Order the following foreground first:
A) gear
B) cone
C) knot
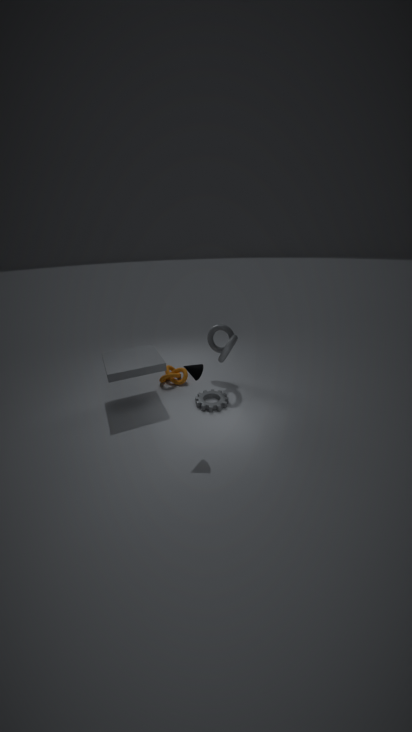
cone, gear, knot
